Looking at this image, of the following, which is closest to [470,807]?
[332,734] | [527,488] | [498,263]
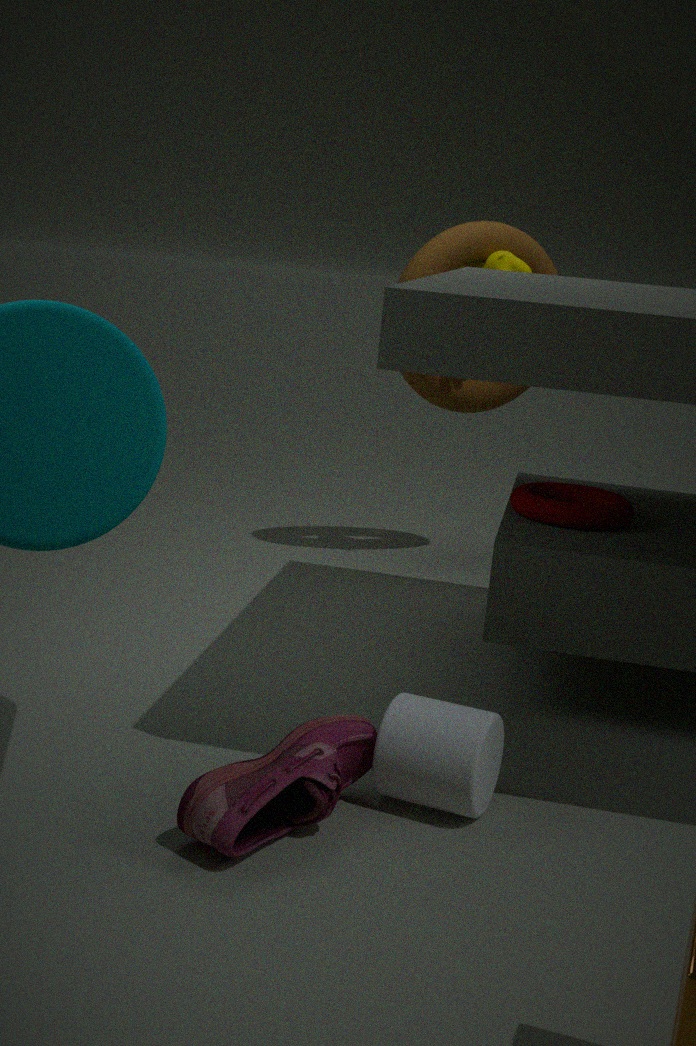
[332,734]
